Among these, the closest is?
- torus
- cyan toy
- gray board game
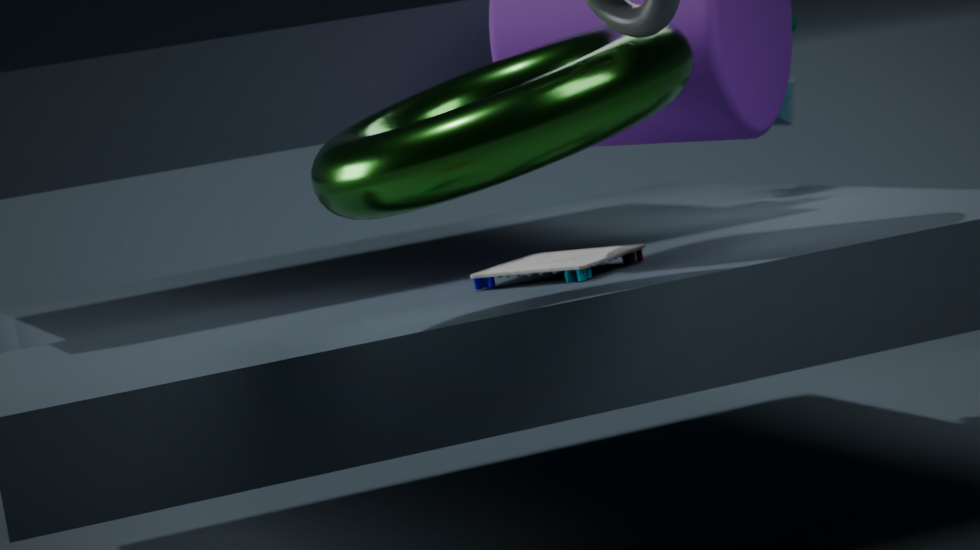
torus
